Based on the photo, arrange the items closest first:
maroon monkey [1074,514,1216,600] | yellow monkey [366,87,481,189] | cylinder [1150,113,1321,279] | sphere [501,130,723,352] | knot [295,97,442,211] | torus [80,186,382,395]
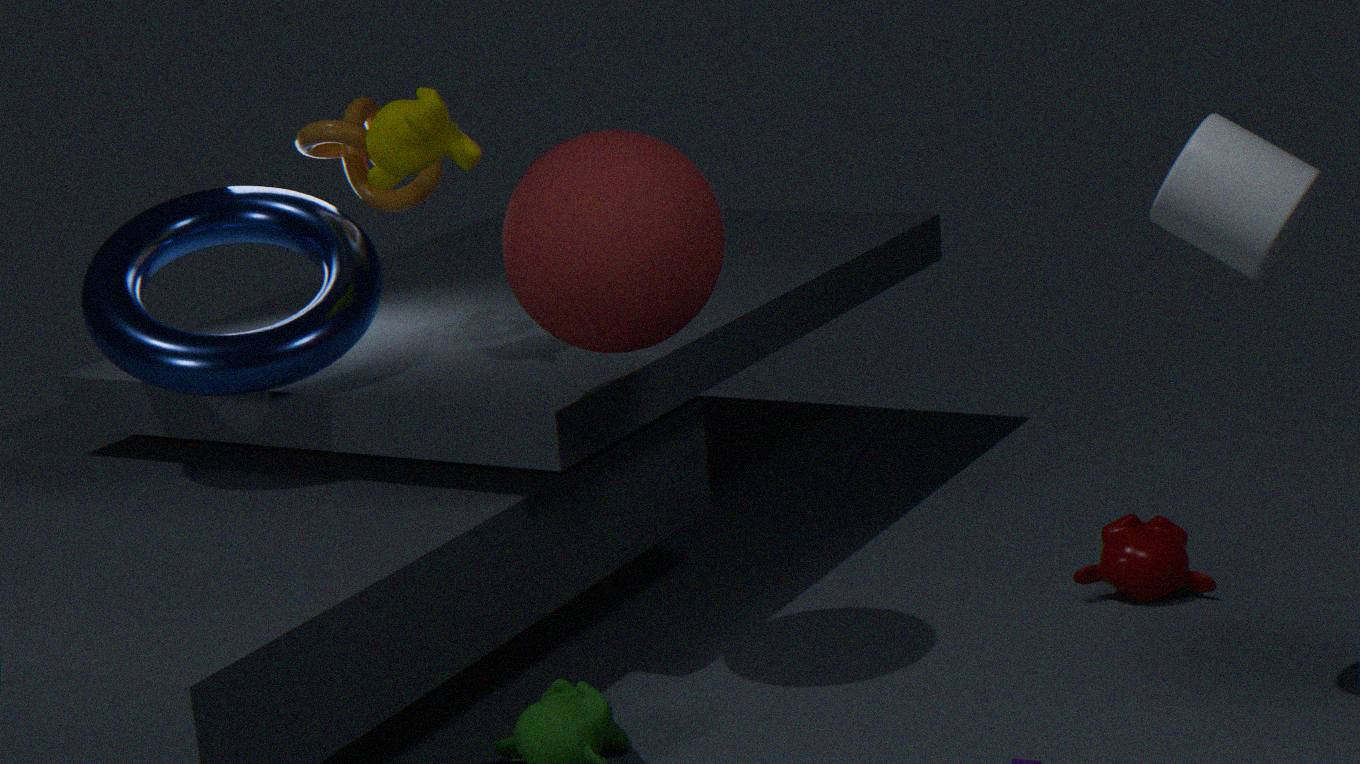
cylinder [1150,113,1321,279]
sphere [501,130,723,352]
yellow monkey [366,87,481,189]
torus [80,186,382,395]
knot [295,97,442,211]
maroon monkey [1074,514,1216,600]
